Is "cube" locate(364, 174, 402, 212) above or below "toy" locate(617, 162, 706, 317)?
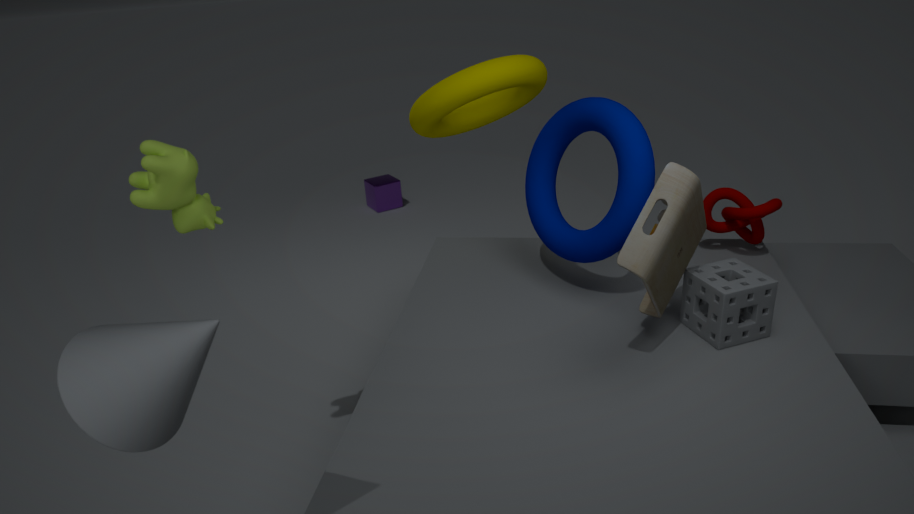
below
